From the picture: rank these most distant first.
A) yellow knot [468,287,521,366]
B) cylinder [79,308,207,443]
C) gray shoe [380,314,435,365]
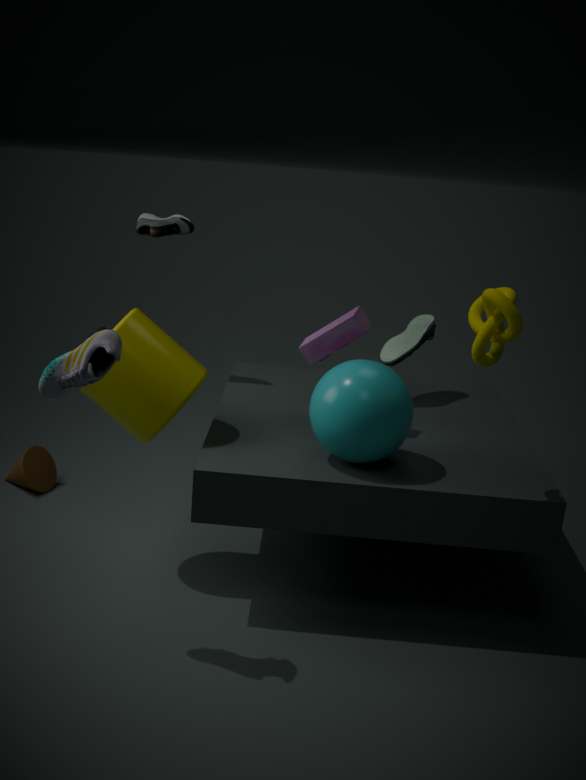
1. C. gray shoe [380,314,435,365]
2. B. cylinder [79,308,207,443]
3. A. yellow knot [468,287,521,366]
